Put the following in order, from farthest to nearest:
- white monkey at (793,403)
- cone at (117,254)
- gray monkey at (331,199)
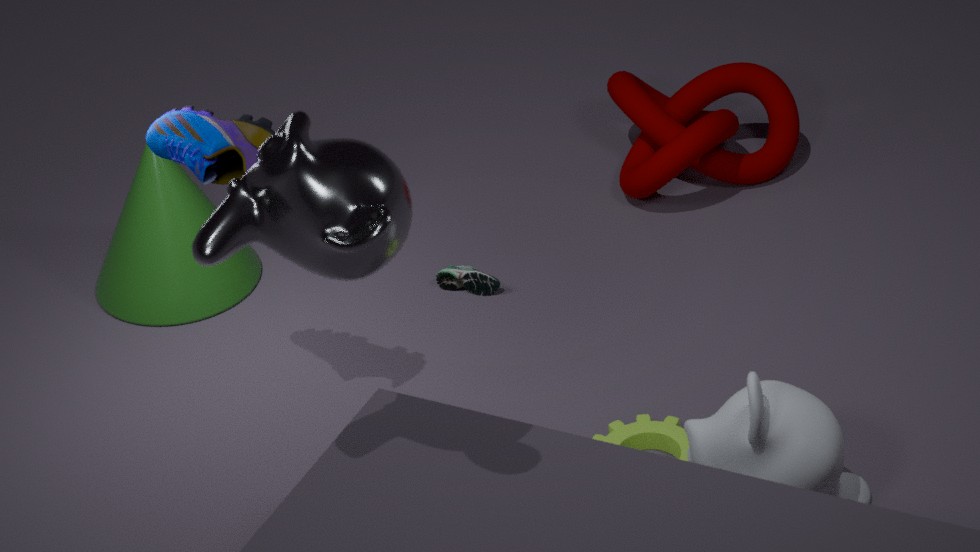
cone at (117,254), white monkey at (793,403), gray monkey at (331,199)
